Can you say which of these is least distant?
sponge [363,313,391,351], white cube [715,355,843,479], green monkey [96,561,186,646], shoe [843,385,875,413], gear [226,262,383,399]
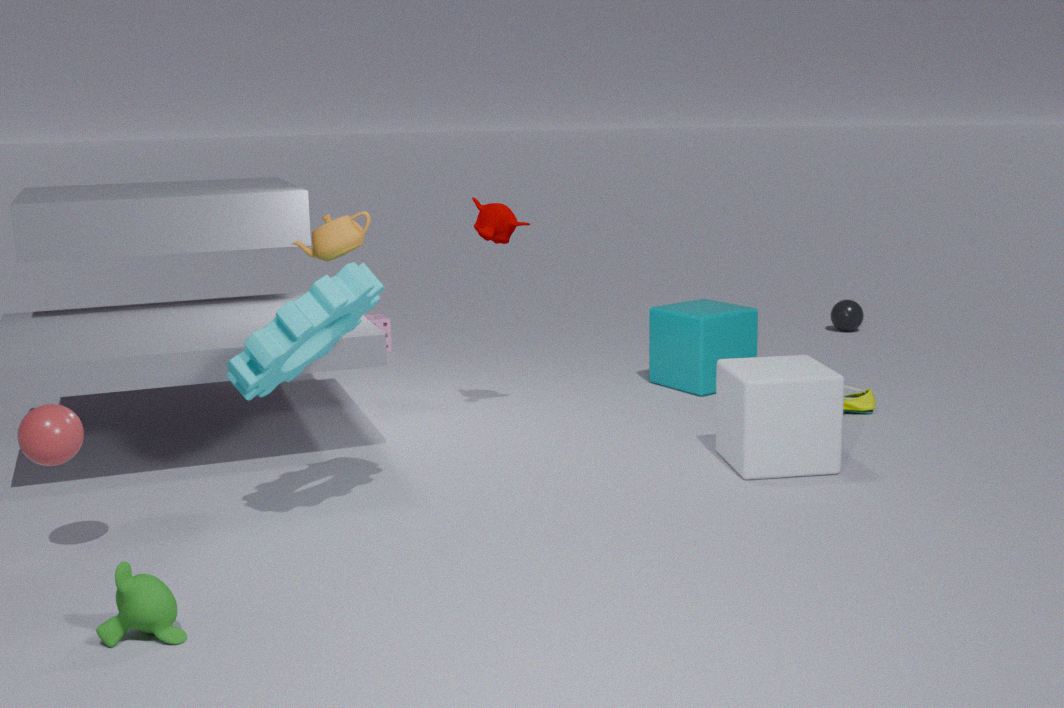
green monkey [96,561,186,646]
